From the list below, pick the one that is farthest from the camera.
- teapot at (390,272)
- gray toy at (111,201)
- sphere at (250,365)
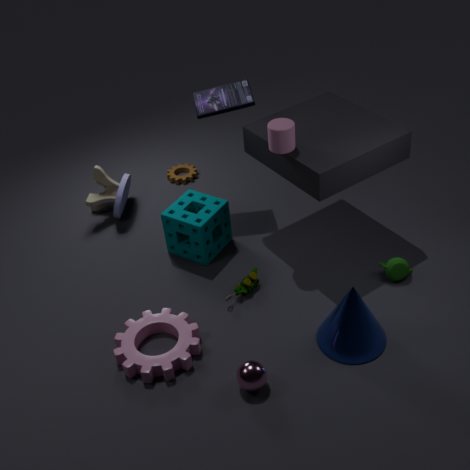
gray toy at (111,201)
